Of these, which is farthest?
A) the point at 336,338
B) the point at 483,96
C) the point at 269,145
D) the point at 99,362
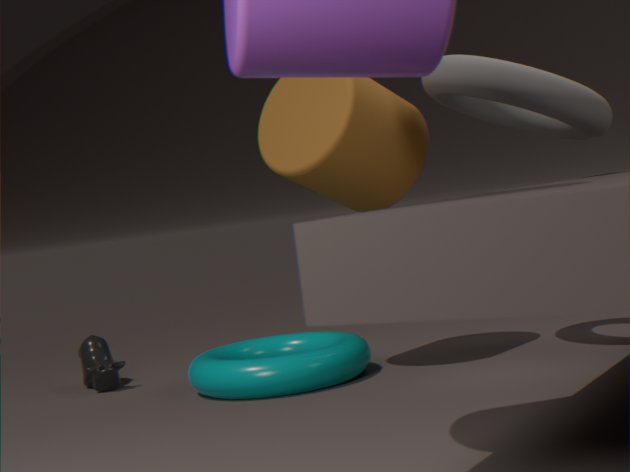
the point at 99,362
